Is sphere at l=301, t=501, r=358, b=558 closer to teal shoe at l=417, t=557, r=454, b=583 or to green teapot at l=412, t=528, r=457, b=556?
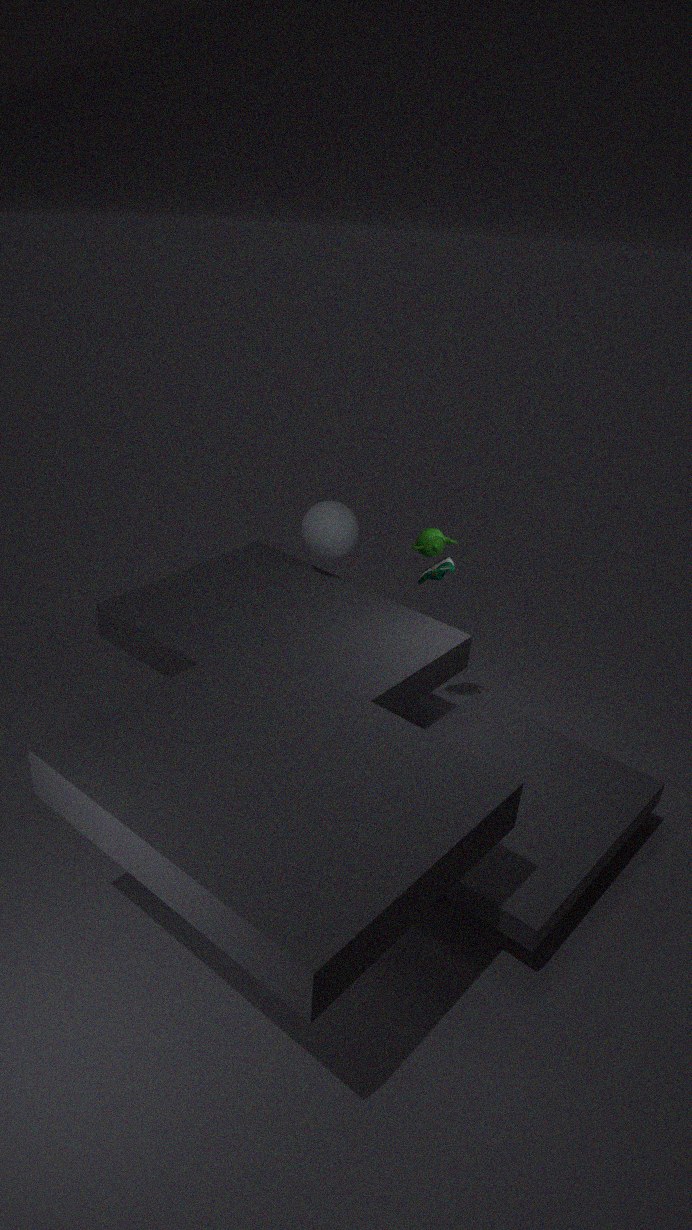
teal shoe at l=417, t=557, r=454, b=583
